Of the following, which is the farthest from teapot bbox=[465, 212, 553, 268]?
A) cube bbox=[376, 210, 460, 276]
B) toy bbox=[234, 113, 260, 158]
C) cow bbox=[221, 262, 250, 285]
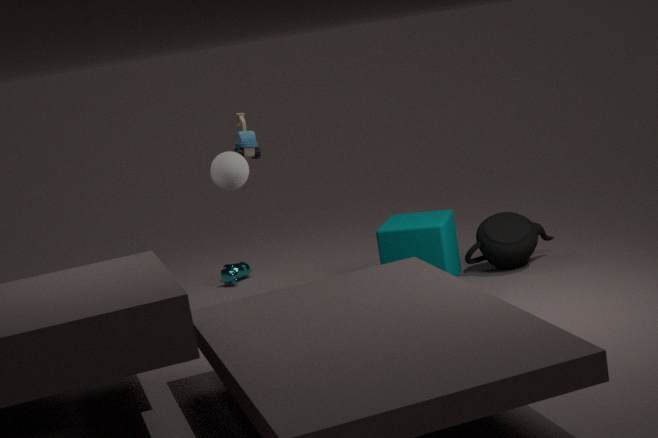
cow bbox=[221, 262, 250, 285]
